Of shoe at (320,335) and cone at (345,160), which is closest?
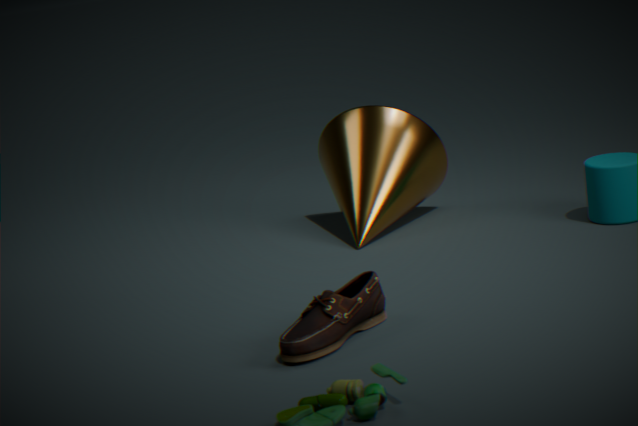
shoe at (320,335)
